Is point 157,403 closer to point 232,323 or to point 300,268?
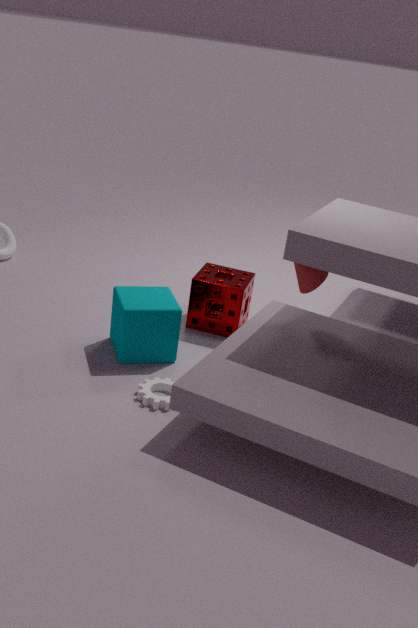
point 232,323
